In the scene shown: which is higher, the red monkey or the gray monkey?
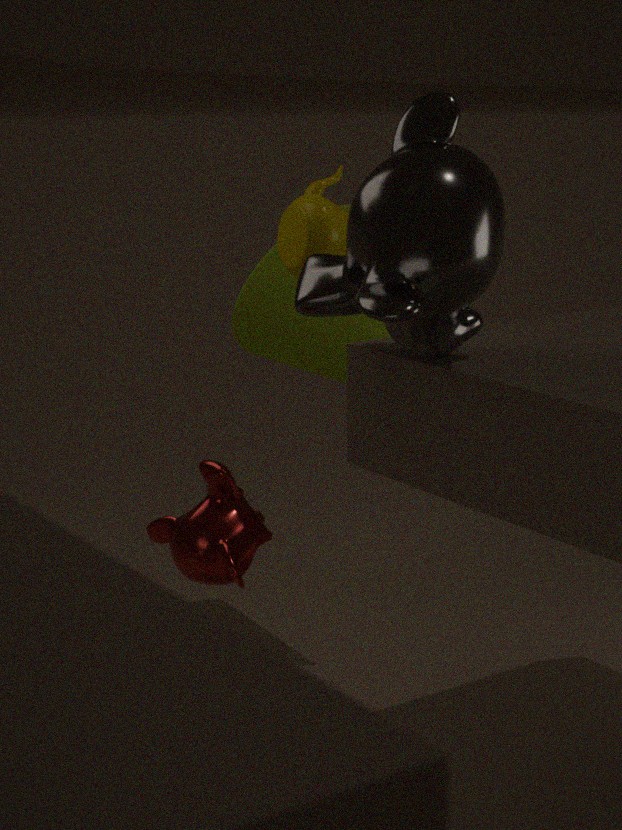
the gray monkey
